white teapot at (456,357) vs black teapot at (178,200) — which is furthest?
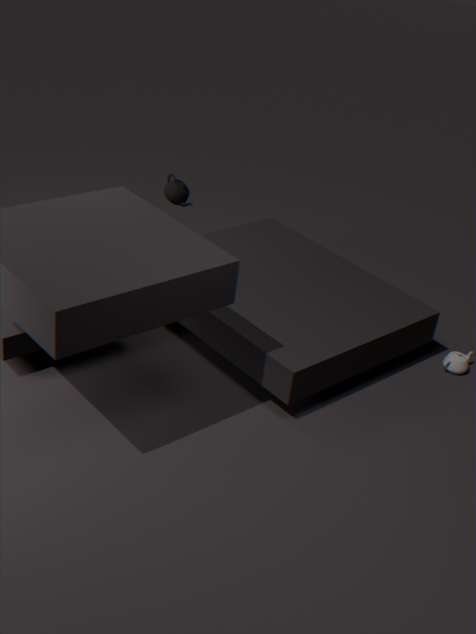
white teapot at (456,357)
